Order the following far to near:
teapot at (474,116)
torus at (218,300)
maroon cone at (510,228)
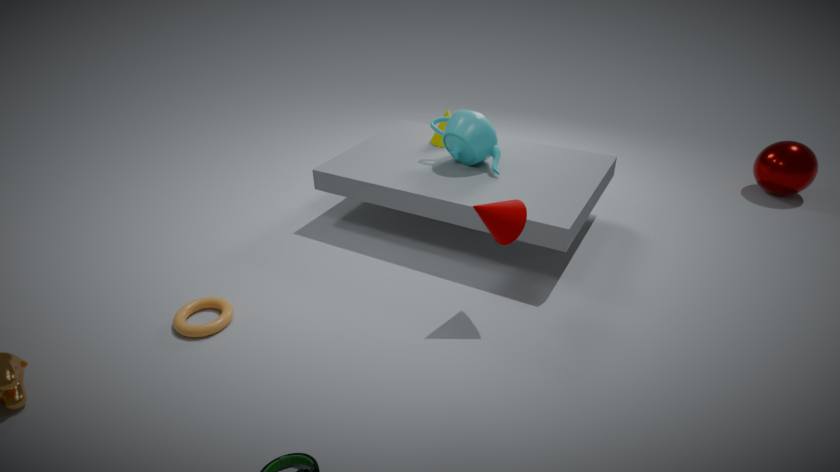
teapot at (474,116) < torus at (218,300) < maroon cone at (510,228)
